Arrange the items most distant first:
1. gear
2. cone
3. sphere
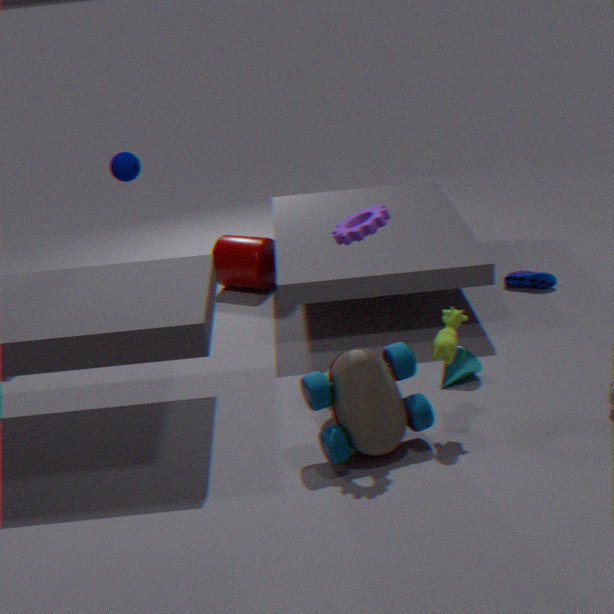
sphere
cone
gear
